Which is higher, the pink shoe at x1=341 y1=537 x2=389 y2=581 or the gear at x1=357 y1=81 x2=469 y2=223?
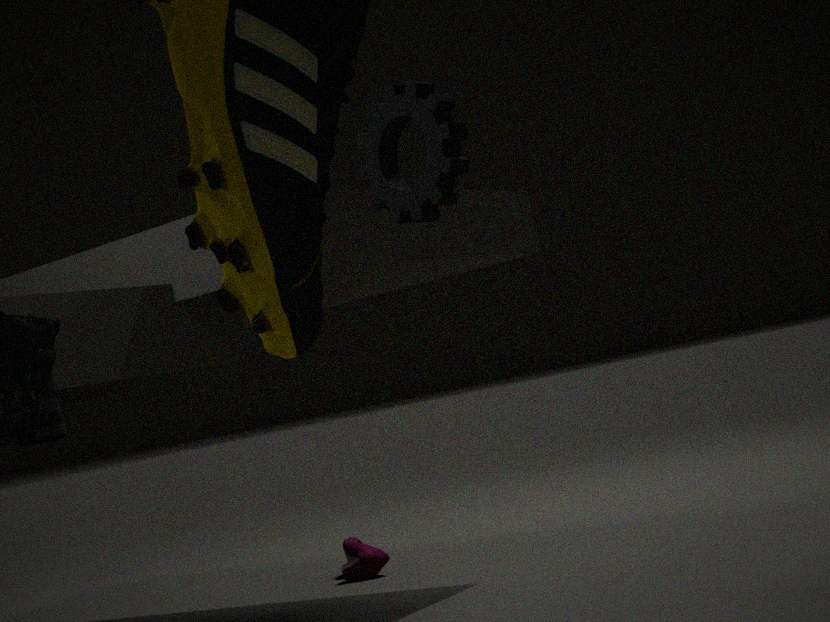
the gear at x1=357 y1=81 x2=469 y2=223
